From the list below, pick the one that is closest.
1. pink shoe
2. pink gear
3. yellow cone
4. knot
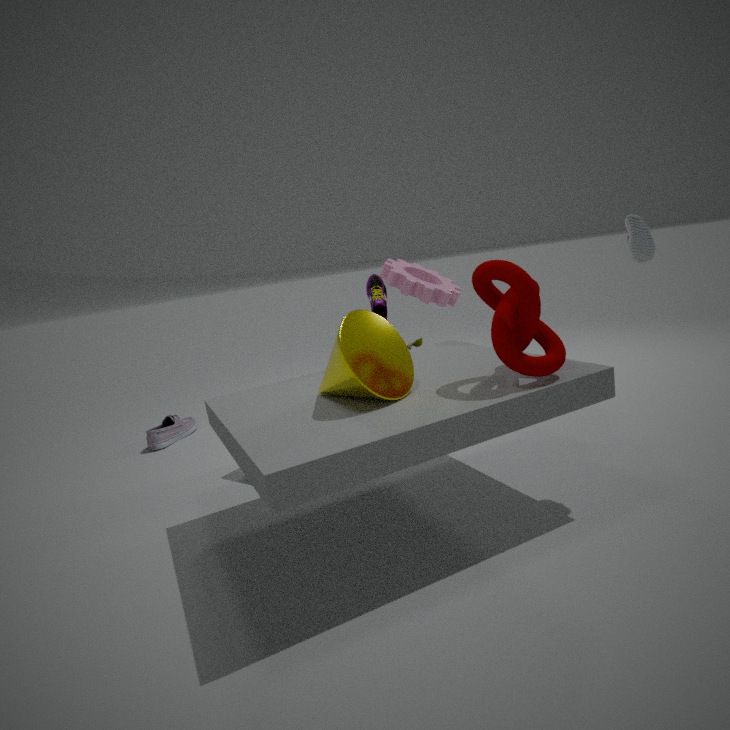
knot
